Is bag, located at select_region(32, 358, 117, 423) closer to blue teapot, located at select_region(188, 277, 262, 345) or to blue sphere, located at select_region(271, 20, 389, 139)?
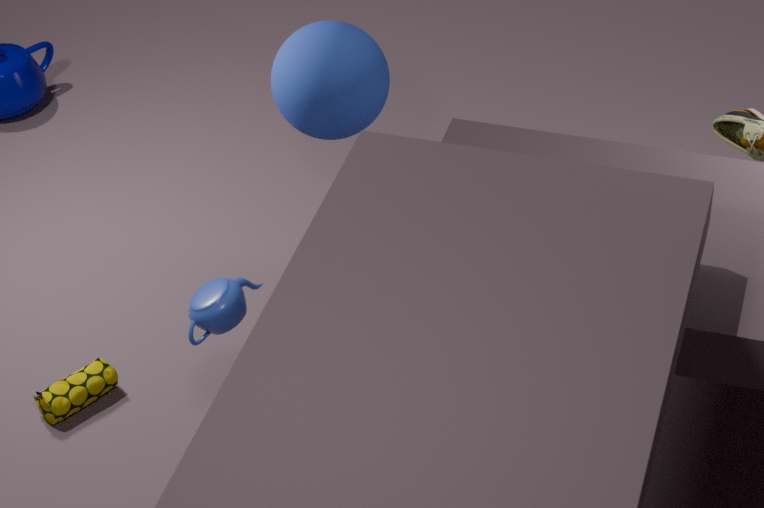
blue teapot, located at select_region(188, 277, 262, 345)
